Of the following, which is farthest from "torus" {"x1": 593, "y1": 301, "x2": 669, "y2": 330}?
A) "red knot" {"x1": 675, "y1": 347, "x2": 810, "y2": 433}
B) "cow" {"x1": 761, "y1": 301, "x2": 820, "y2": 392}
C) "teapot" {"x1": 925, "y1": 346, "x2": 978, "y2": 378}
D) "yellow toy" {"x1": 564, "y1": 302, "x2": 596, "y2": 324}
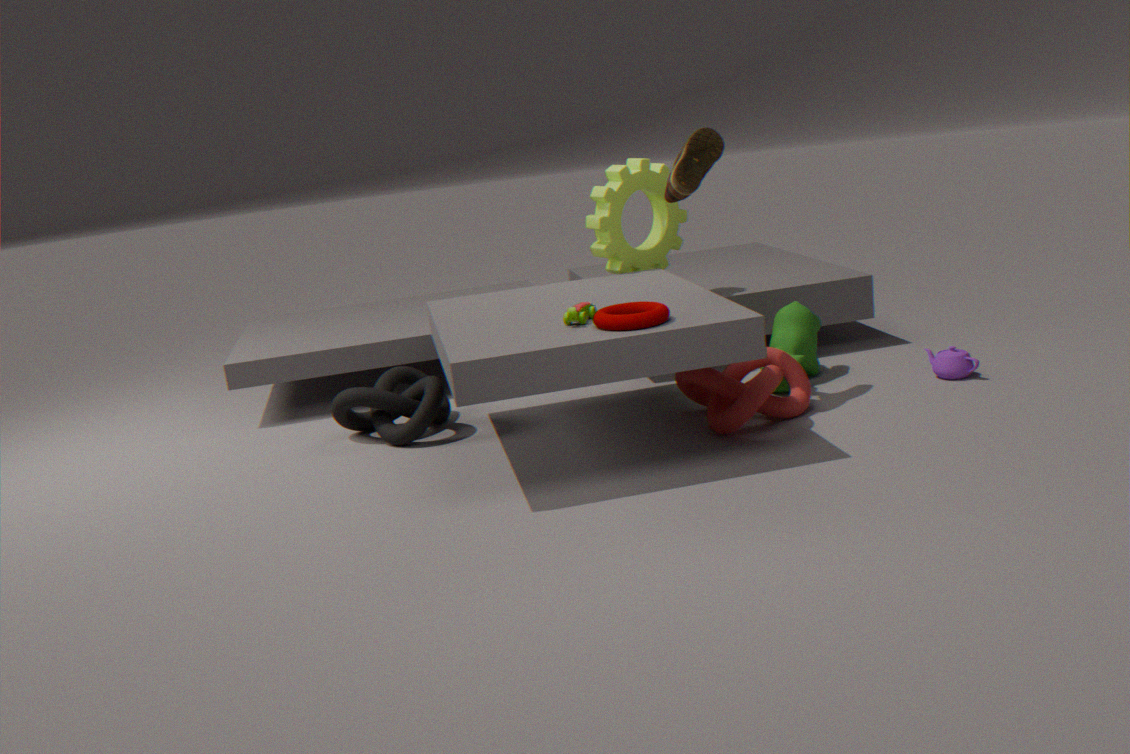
"teapot" {"x1": 925, "y1": 346, "x2": 978, "y2": 378}
